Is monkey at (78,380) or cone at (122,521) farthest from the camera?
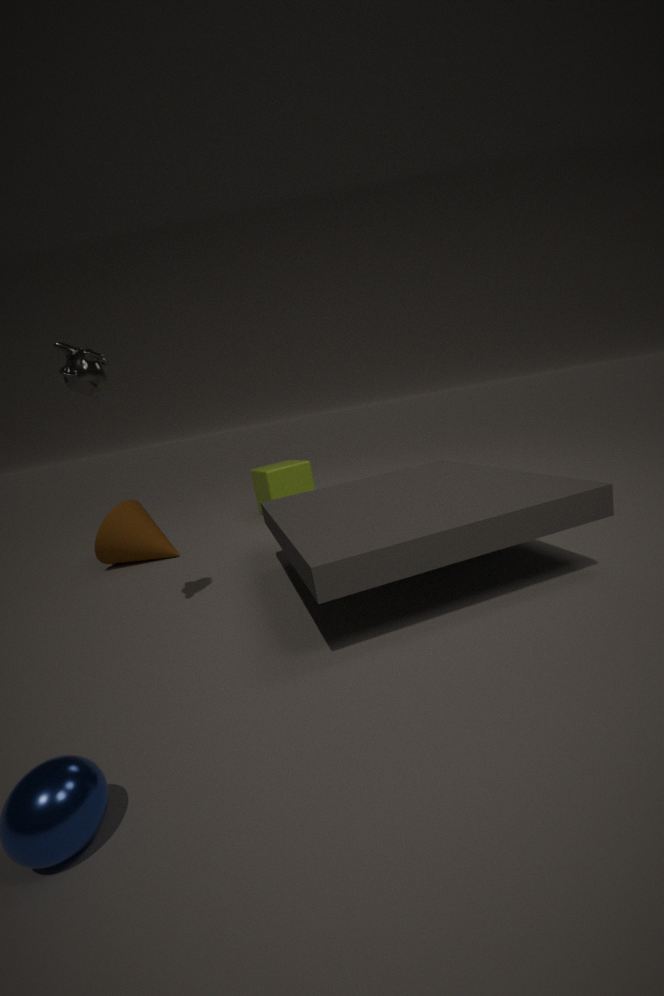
cone at (122,521)
